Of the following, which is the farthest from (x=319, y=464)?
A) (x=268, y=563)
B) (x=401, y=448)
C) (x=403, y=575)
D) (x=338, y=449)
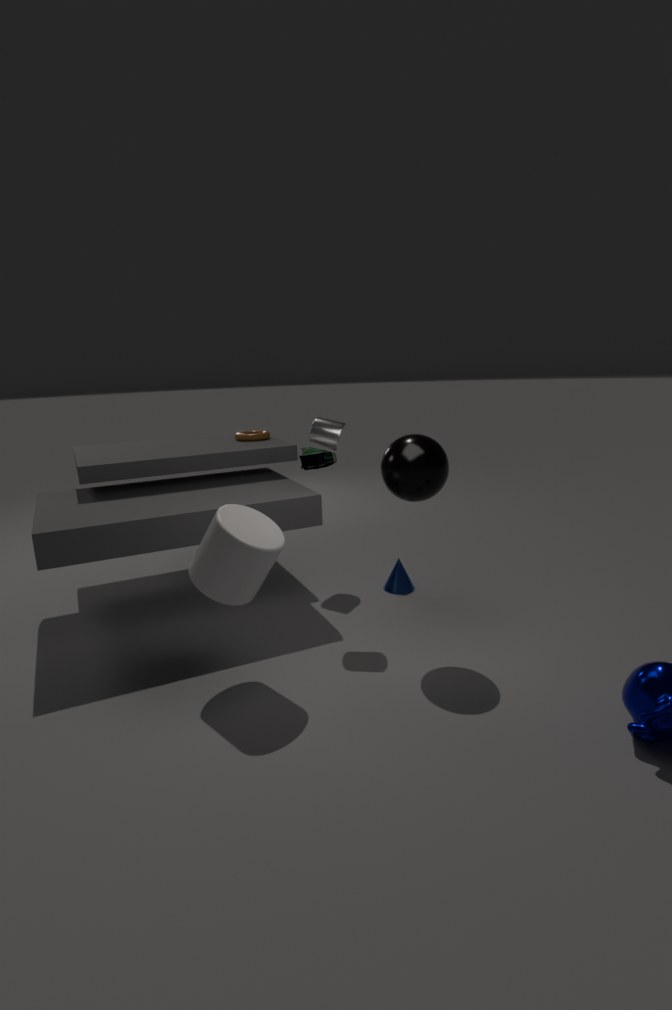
(x=268, y=563)
